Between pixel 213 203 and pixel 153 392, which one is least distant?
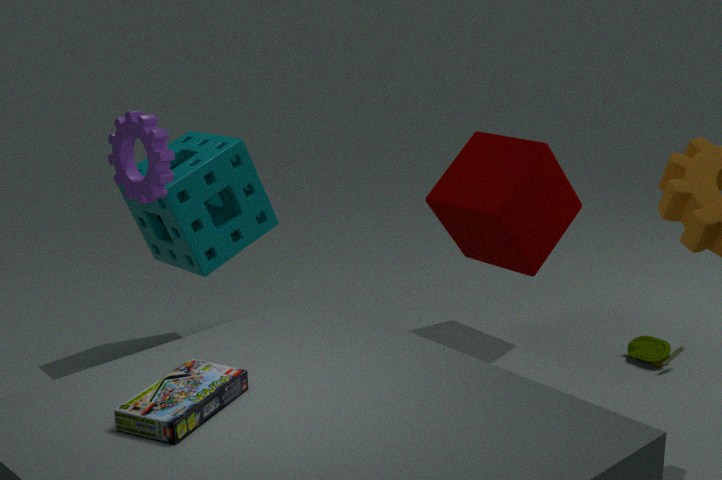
pixel 153 392
